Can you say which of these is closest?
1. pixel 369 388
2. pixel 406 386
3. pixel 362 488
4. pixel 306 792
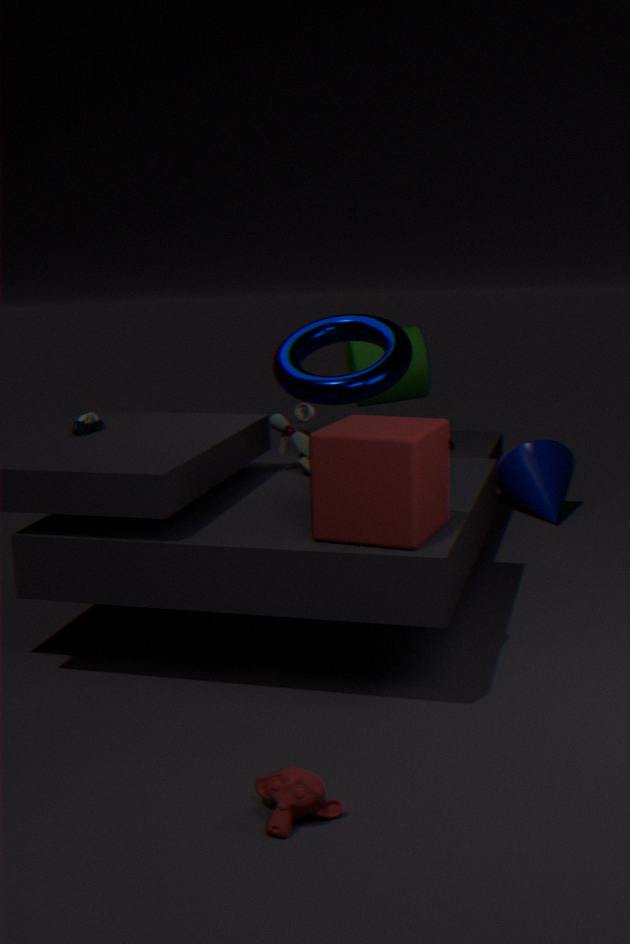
pixel 306 792
